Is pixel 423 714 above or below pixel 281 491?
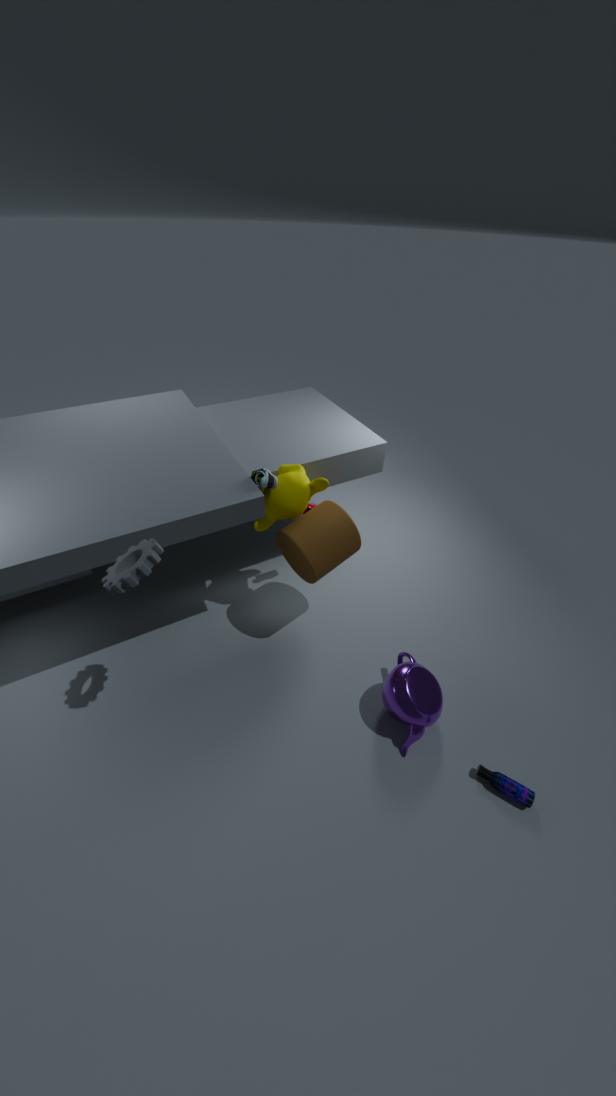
below
